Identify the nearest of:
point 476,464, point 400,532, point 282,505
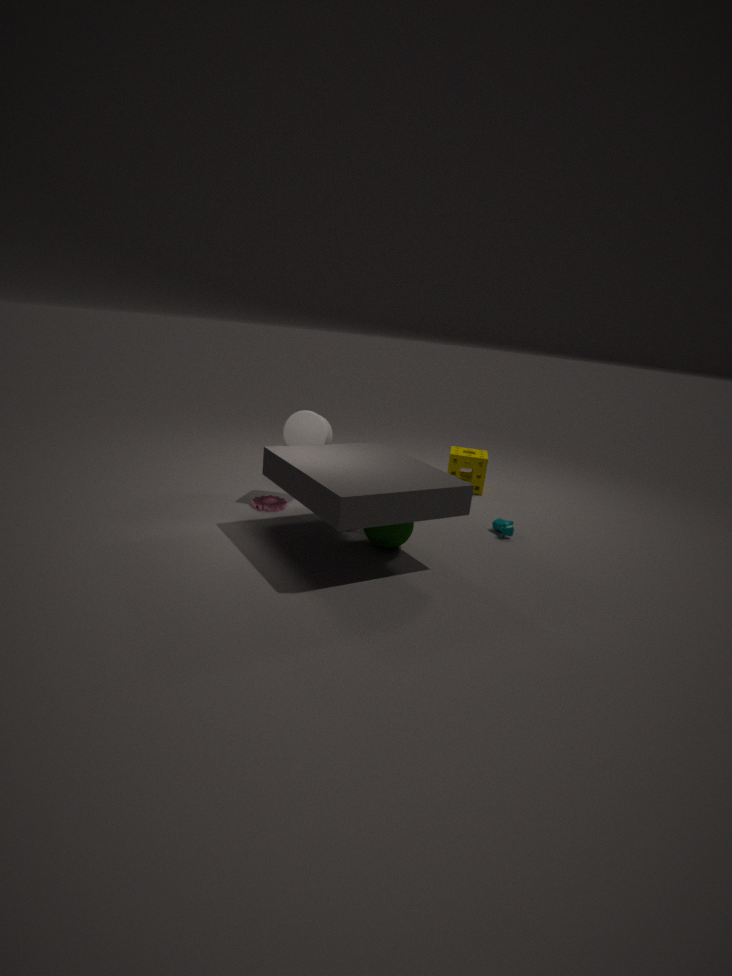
point 400,532
